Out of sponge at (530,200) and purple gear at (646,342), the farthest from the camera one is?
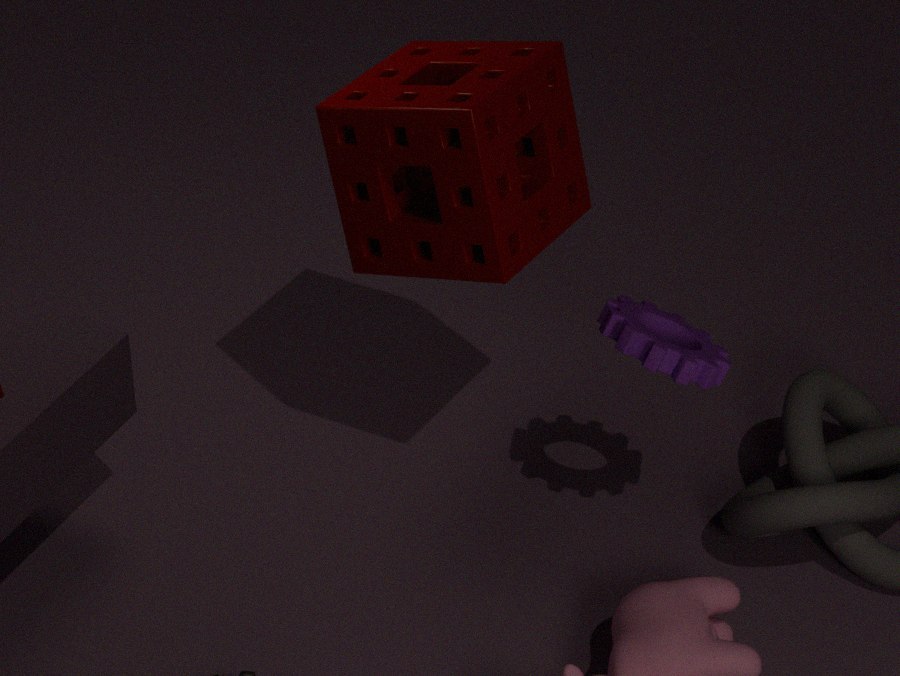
purple gear at (646,342)
